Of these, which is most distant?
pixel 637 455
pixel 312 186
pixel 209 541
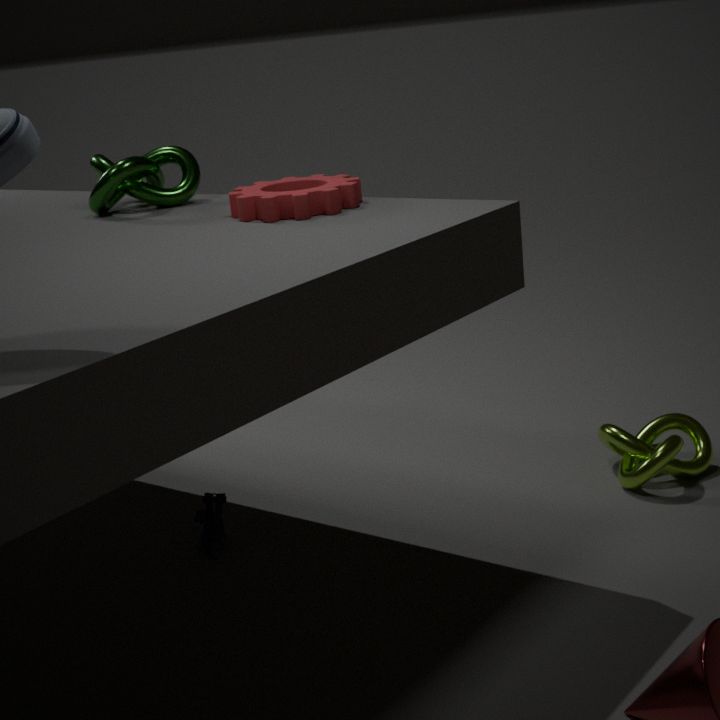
pixel 637 455
